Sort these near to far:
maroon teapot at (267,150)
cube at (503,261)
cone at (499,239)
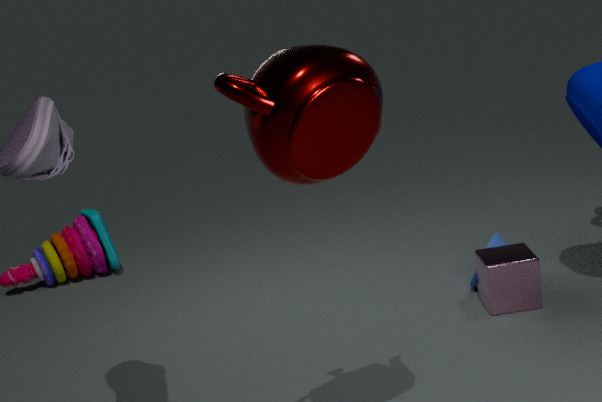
maroon teapot at (267,150), cube at (503,261), cone at (499,239)
